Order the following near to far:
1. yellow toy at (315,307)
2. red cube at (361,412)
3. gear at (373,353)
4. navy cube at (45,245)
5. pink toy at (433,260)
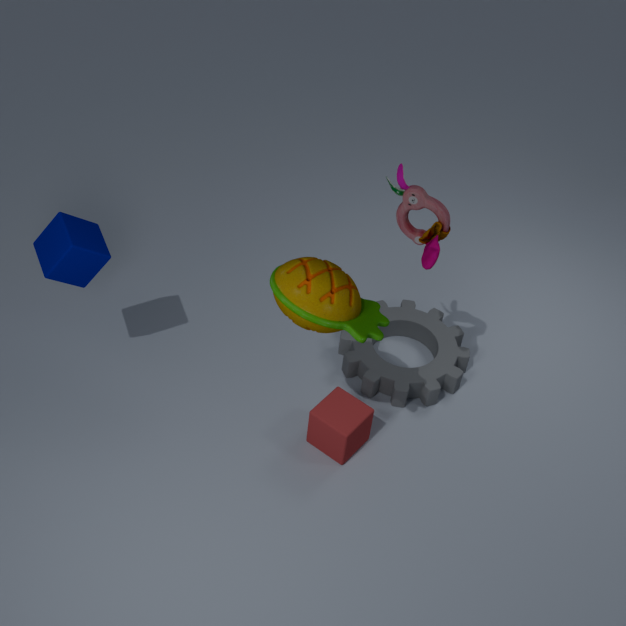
yellow toy at (315,307)
pink toy at (433,260)
navy cube at (45,245)
red cube at (361,412)
gear at (373,353)
